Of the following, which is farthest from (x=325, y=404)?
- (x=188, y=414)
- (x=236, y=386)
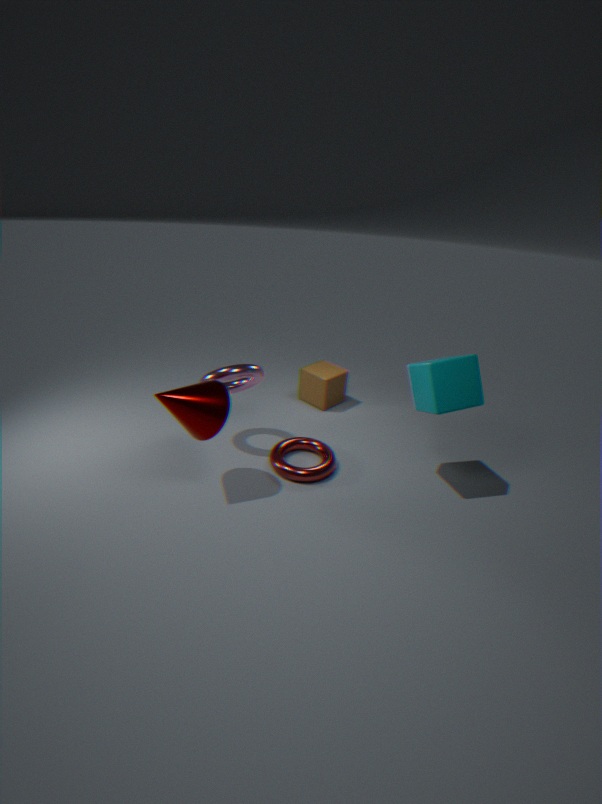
(x=188, y=414)
